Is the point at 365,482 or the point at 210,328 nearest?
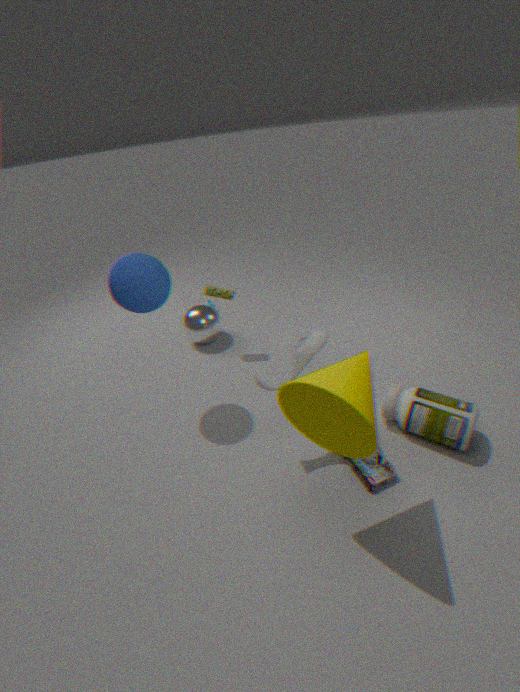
the point at 365,482
